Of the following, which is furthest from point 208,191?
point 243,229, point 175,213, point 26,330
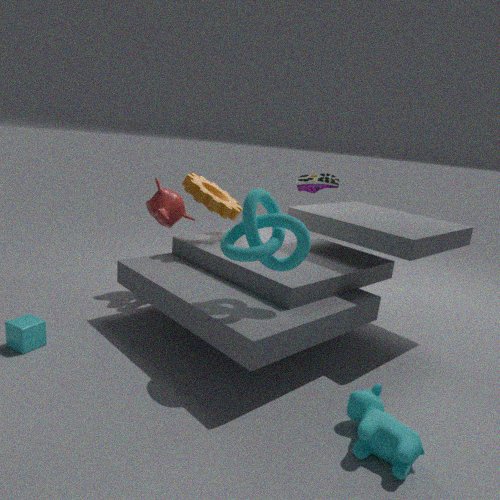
point 26,330
